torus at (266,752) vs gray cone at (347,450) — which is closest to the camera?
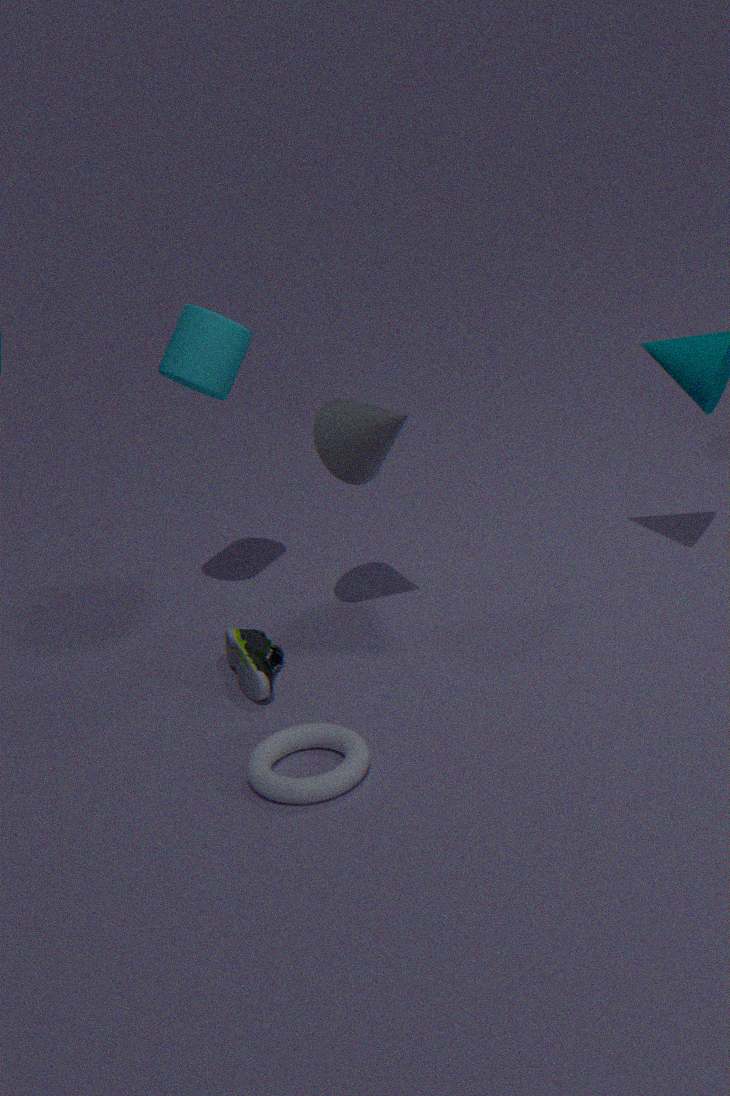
torus at (266,752)
